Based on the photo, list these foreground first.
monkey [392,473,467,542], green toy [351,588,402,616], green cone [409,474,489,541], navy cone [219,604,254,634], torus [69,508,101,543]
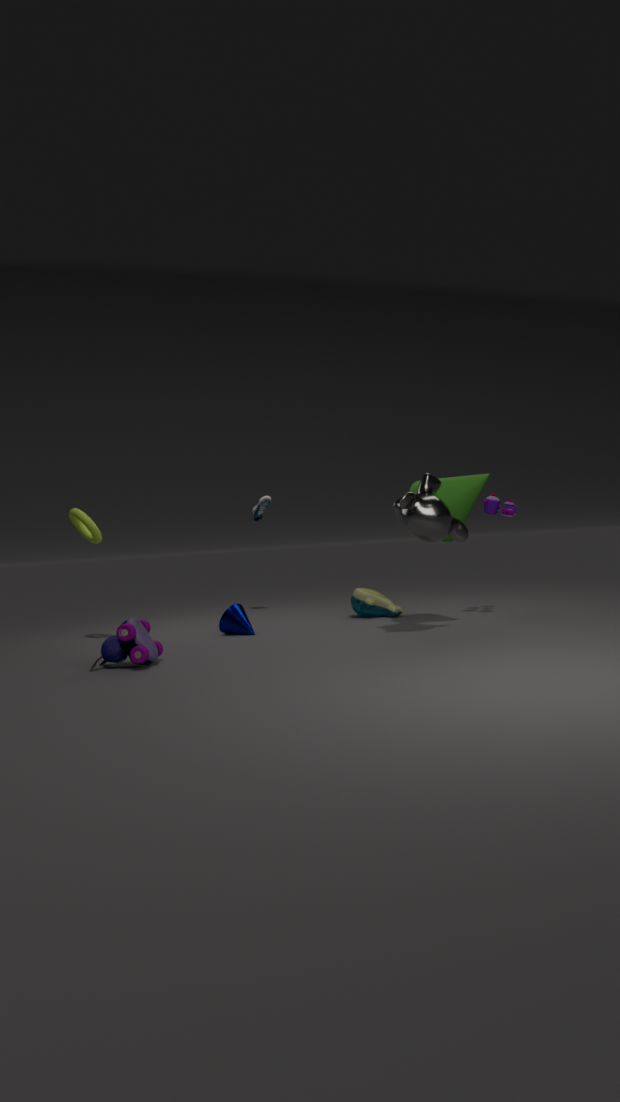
monkey [392,473,467,542] < green cone [409,474,489,541] < torus [69,508,101,543] < navy cone [219,604,254,634] < green toy [351,588,402,616]
